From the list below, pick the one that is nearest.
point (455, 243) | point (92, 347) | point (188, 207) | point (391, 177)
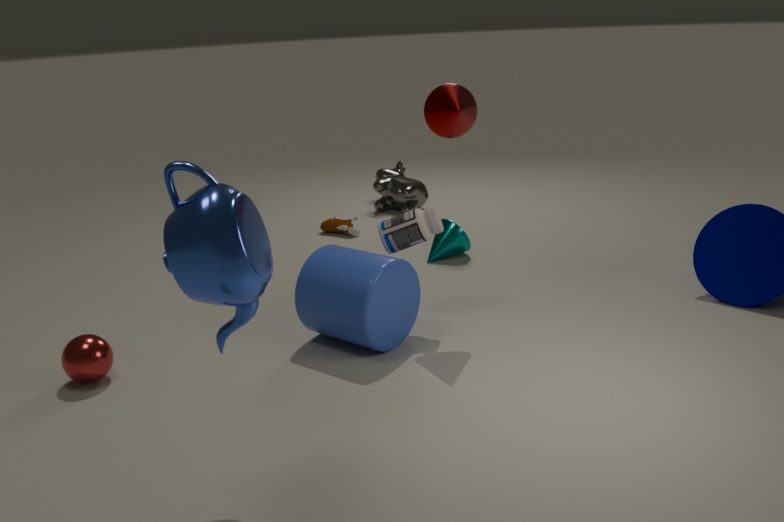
point (188, 207)
